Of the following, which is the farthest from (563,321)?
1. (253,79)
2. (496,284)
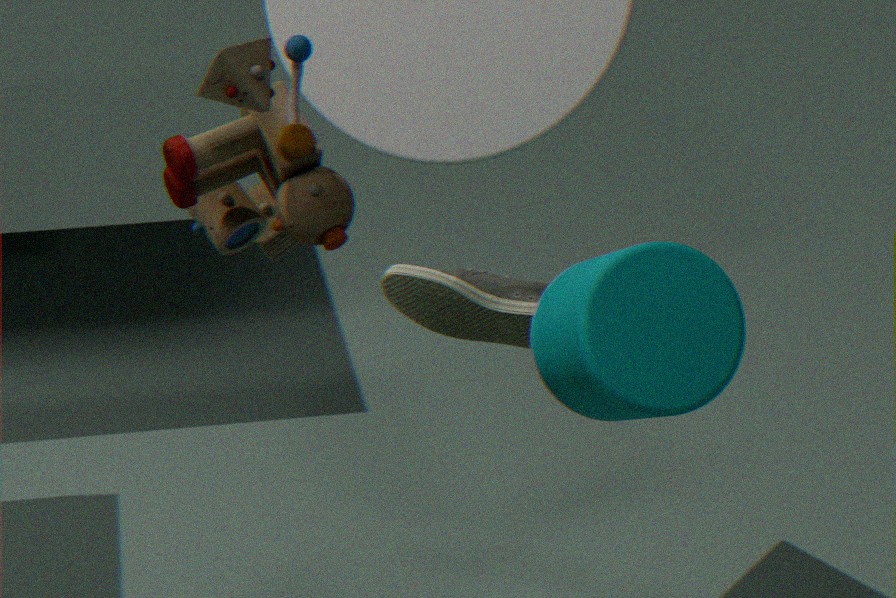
(253,79)
